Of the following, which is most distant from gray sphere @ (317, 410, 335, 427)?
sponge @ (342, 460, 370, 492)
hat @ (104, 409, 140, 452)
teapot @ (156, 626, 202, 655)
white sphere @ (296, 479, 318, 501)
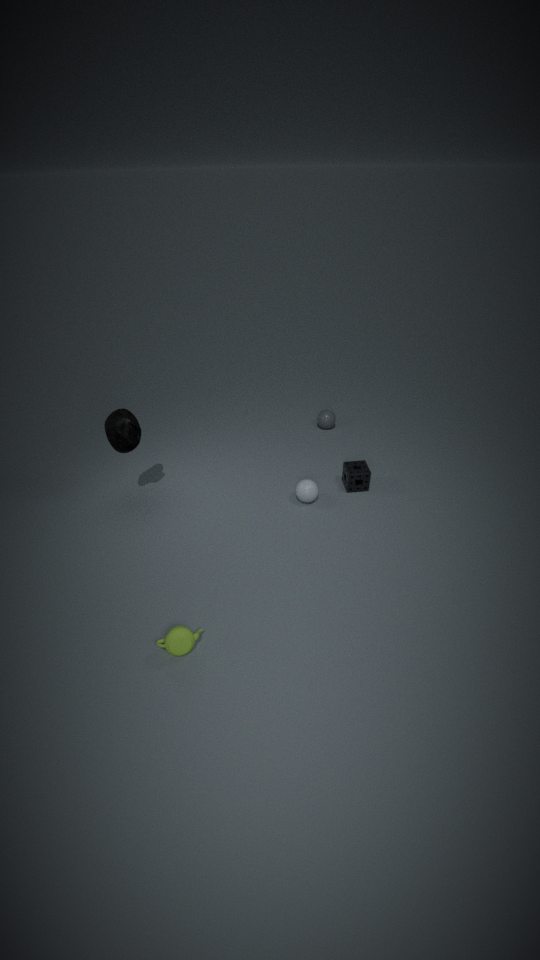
teapot @ (156, 626, 202, 655)
